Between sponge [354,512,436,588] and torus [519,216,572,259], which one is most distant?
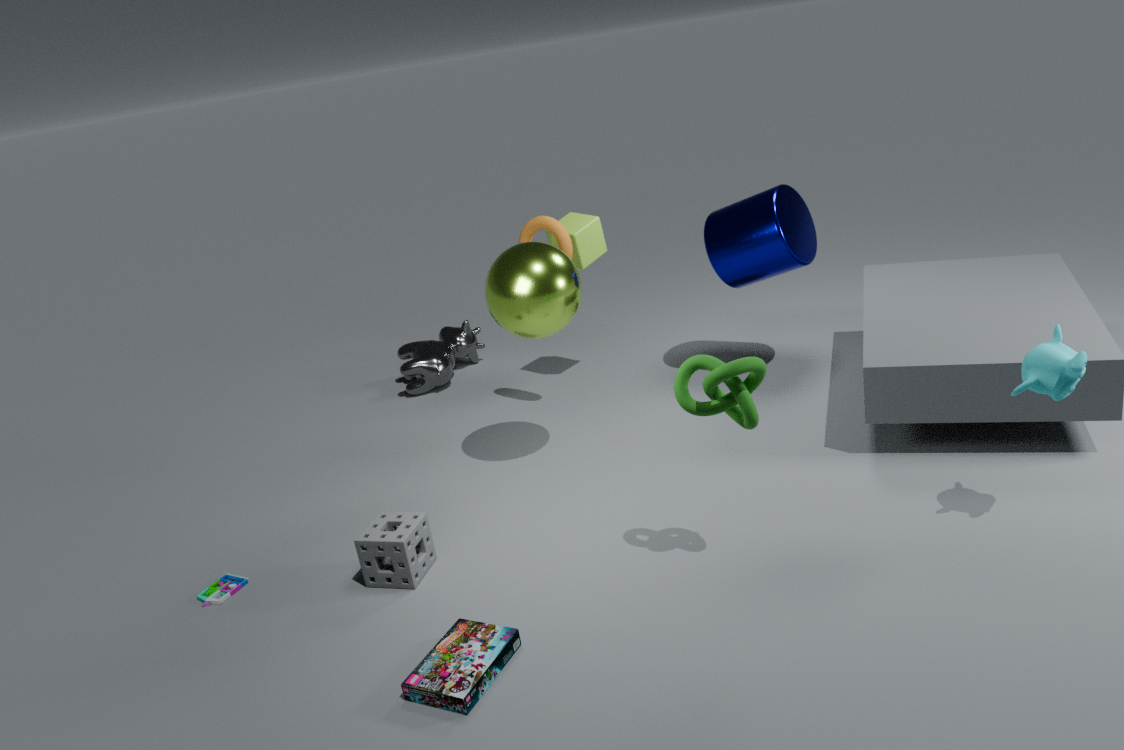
torus [519,216,572,259]
